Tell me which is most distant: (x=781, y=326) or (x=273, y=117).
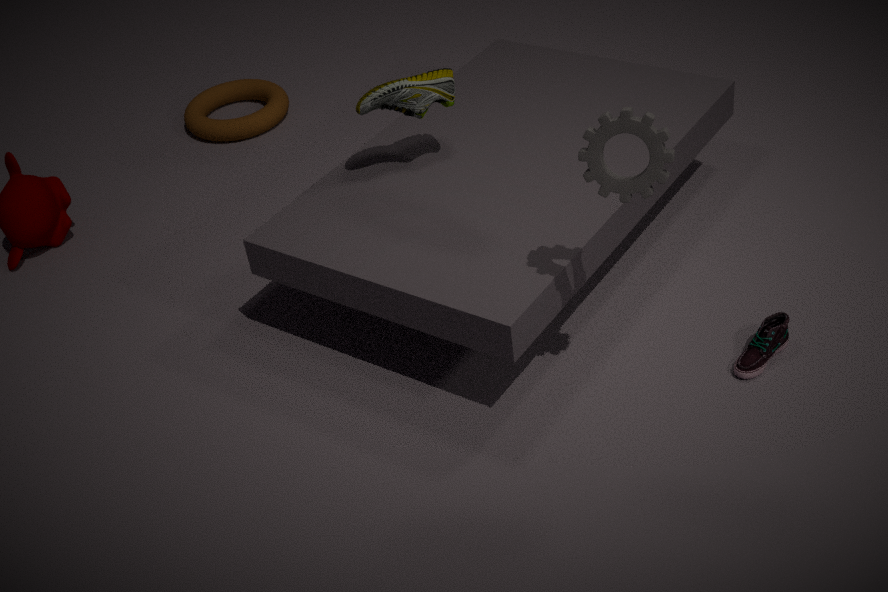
(x=273, y=117)
